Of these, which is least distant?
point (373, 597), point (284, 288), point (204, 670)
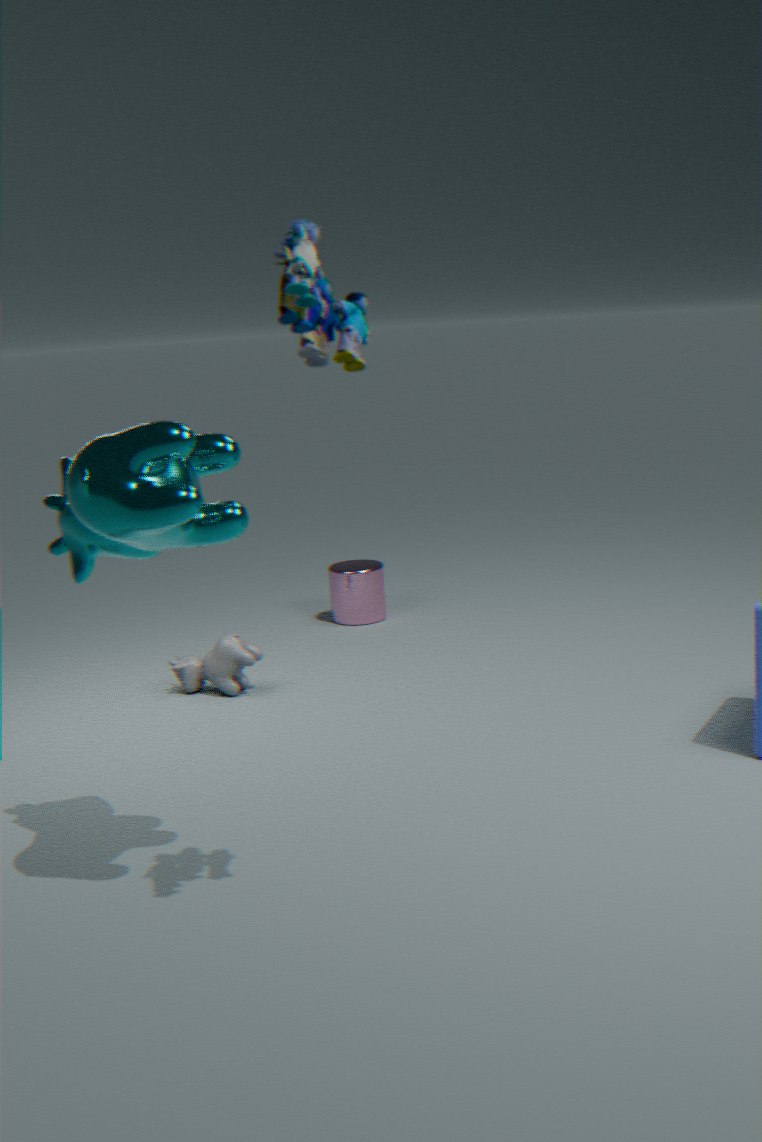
point (284, 288)
